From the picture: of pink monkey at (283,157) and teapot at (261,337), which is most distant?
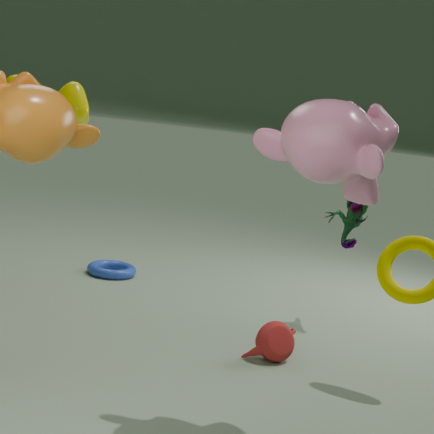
teapot at (261,337)
